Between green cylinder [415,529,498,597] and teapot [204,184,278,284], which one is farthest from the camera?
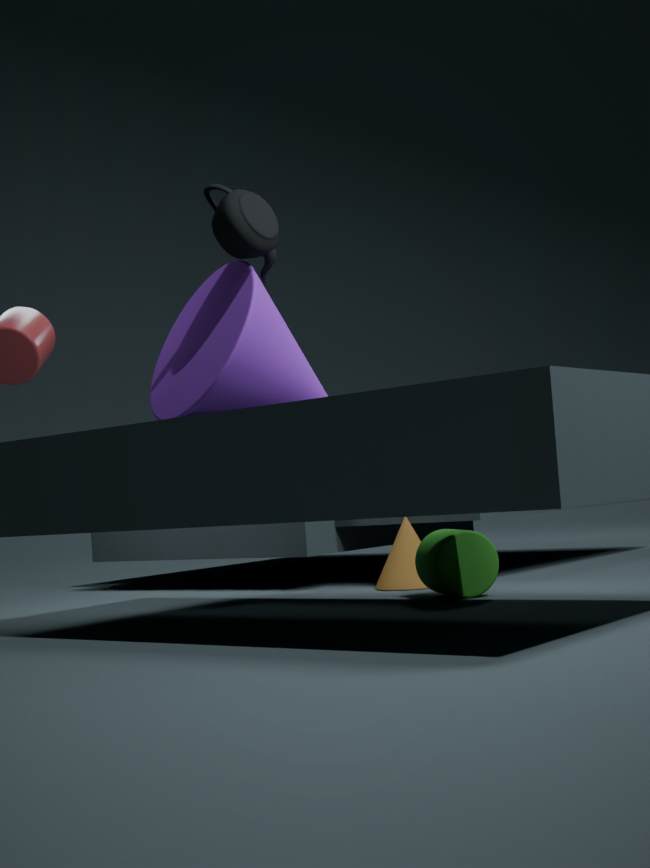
green cylinder [415,529,498,597]
